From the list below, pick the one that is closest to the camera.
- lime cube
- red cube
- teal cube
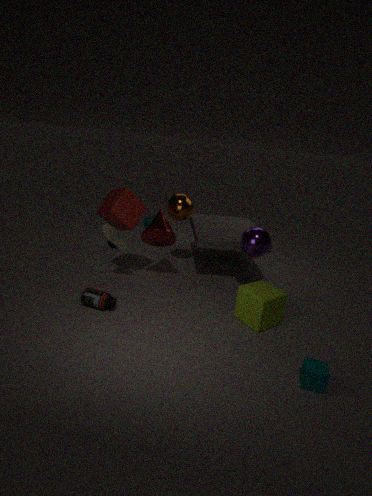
teal cube
